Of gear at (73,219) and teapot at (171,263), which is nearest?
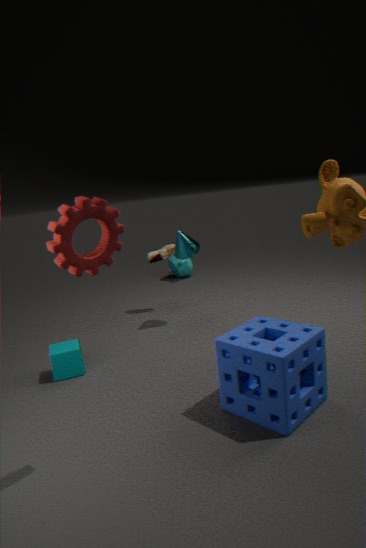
gear at (73,219)
